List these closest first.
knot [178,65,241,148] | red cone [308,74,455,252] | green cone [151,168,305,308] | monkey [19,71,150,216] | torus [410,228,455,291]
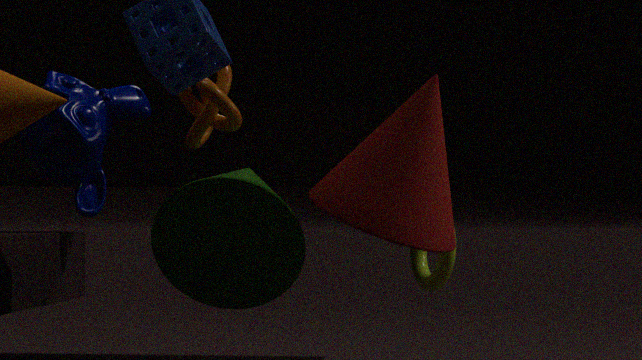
red cone [308,74,455,252]
green cone [151,168,305,308]
knot [178,65,241,148]
monkey [19,71,150,216]
torus [410,228,455,291]
